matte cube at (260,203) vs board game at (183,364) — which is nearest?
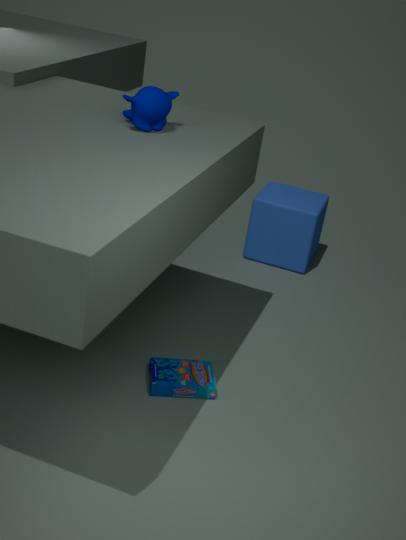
board game at (183,364)
